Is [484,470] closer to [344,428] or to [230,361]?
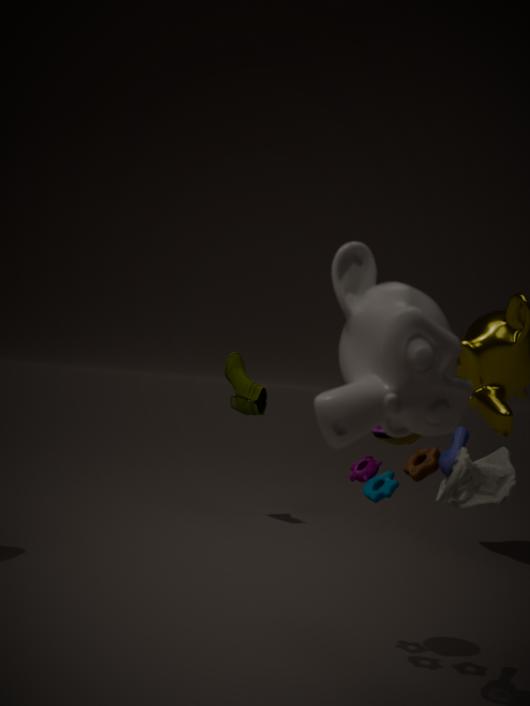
[344,428]
